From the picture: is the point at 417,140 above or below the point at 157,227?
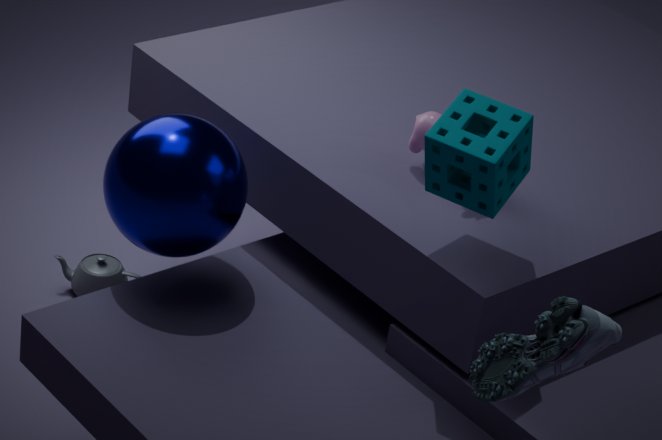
above
